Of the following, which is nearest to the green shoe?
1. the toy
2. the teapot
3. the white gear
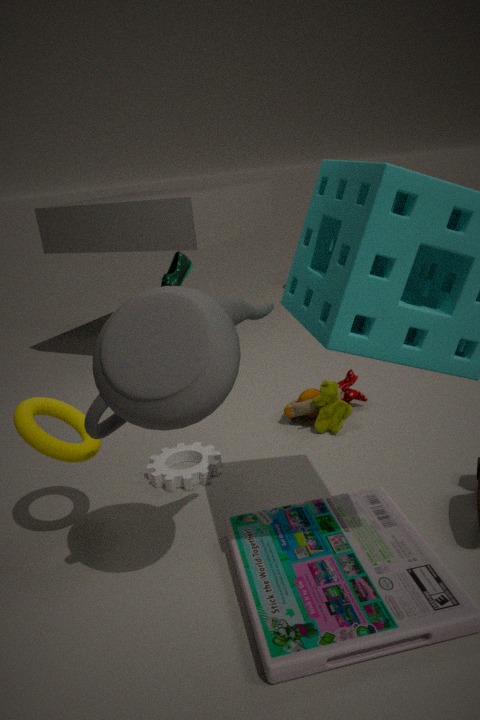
the white gear
